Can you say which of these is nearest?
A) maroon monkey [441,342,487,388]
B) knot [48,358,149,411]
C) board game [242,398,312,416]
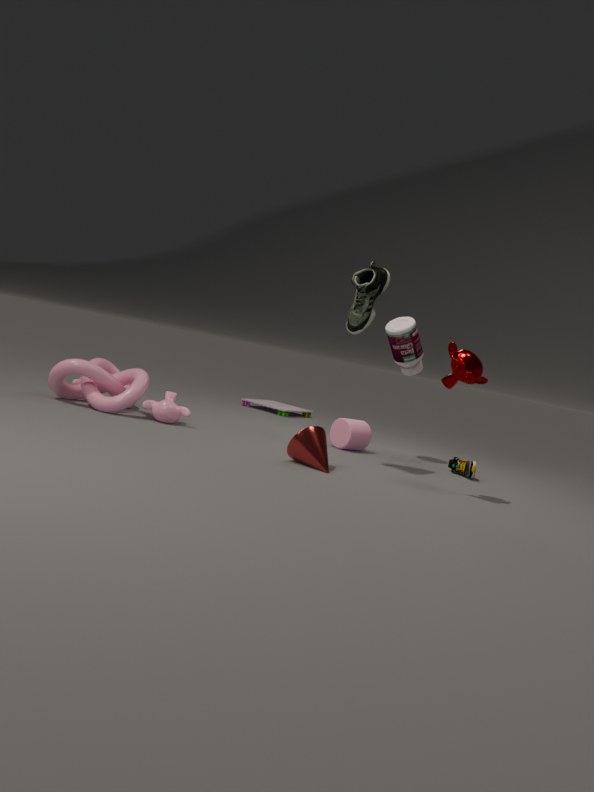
maroon monkey [441,342,487,388]
